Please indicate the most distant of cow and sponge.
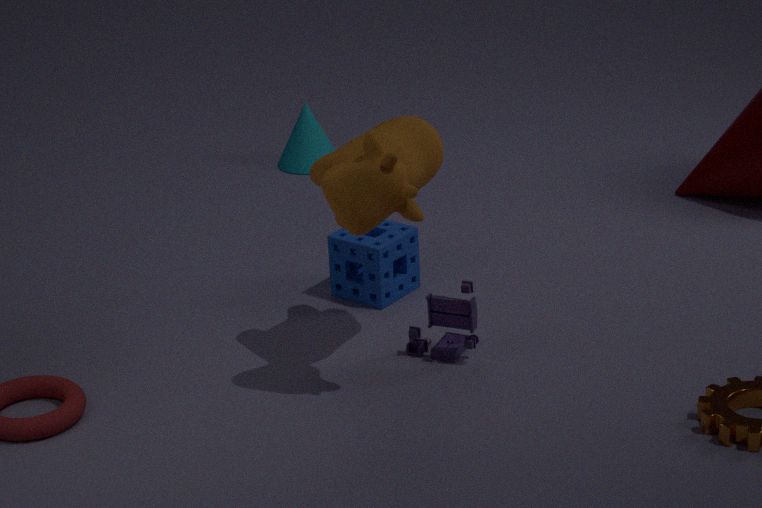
sponge
